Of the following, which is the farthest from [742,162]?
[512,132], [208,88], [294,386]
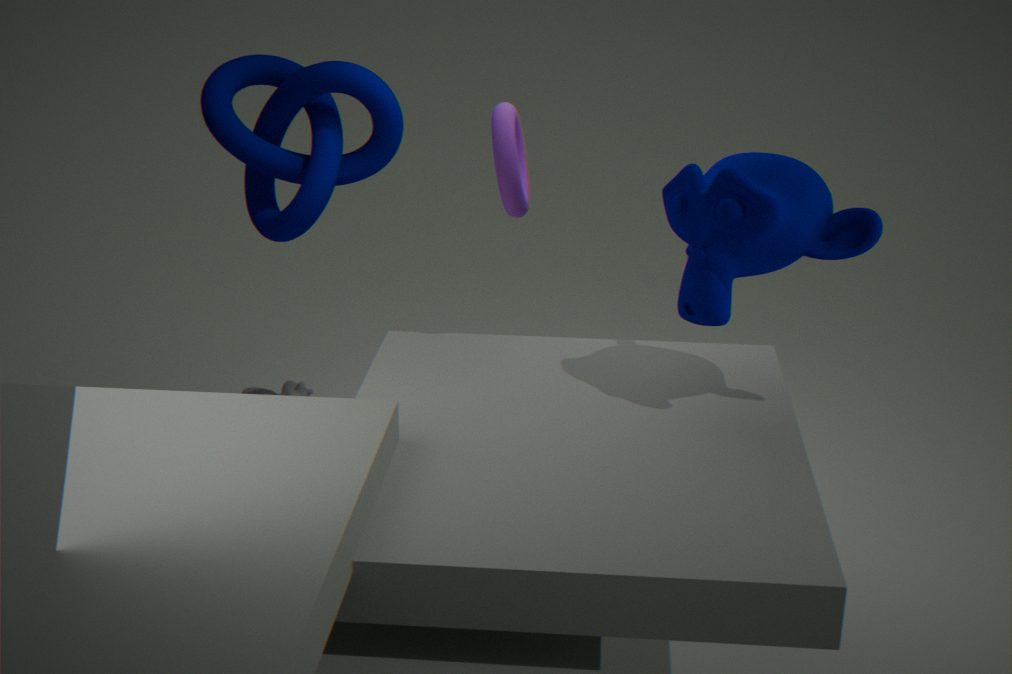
[294,386]
